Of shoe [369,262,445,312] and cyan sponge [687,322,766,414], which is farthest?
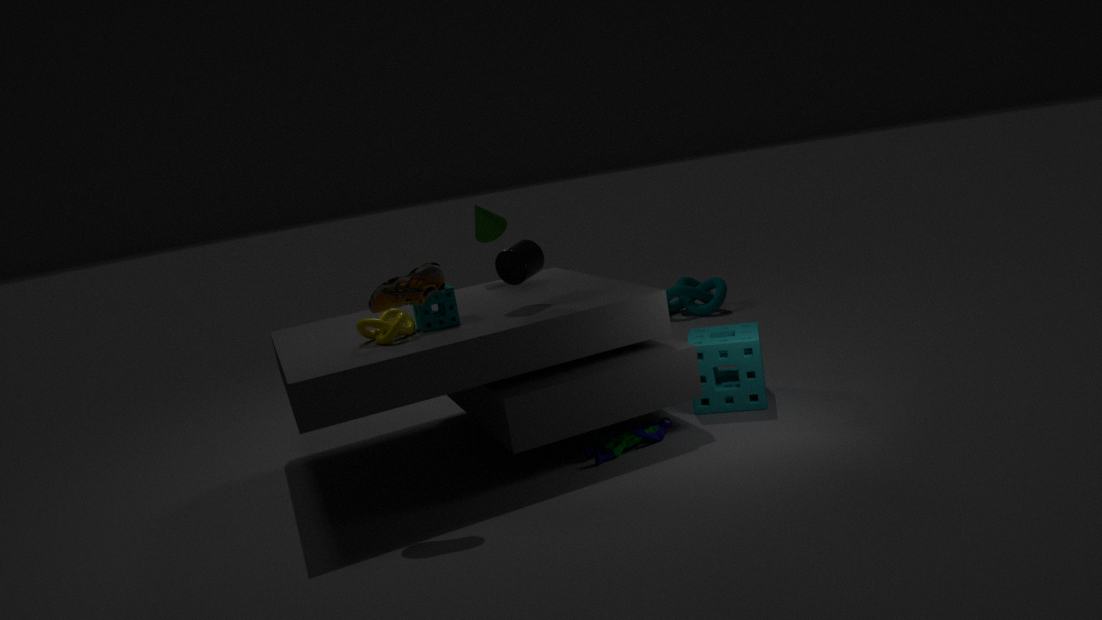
cyan sponge [687,322,766,414]
